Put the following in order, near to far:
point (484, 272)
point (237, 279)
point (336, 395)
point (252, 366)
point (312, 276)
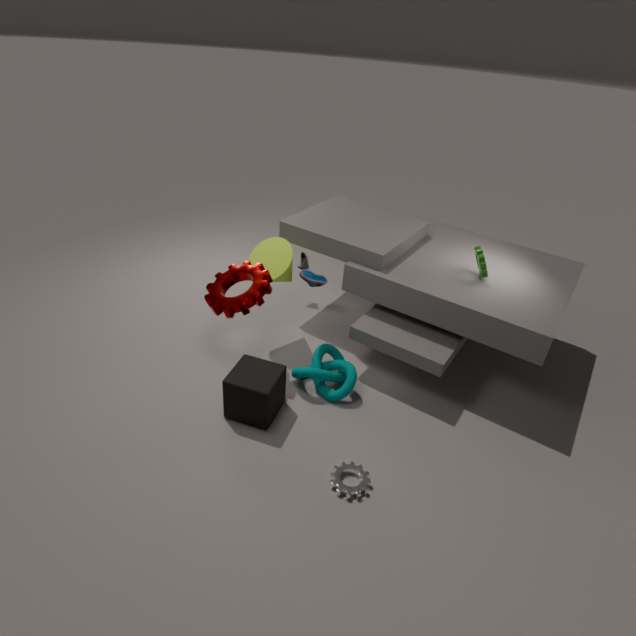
1. point (252, 366)
2. point (336, 395)
3. point (312, 276)
4. point (237, 279)
5. point (484, 272)
